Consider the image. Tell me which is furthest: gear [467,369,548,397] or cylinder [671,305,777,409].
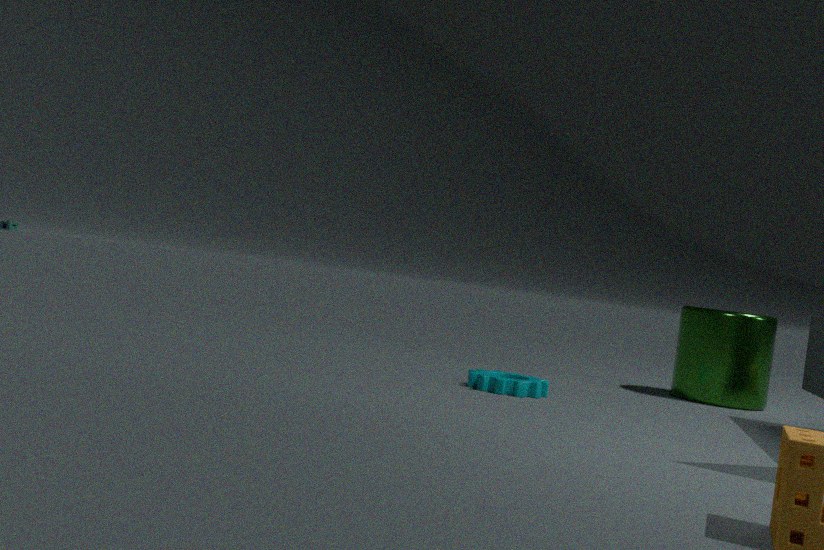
cylinder [671,305,777,409]
